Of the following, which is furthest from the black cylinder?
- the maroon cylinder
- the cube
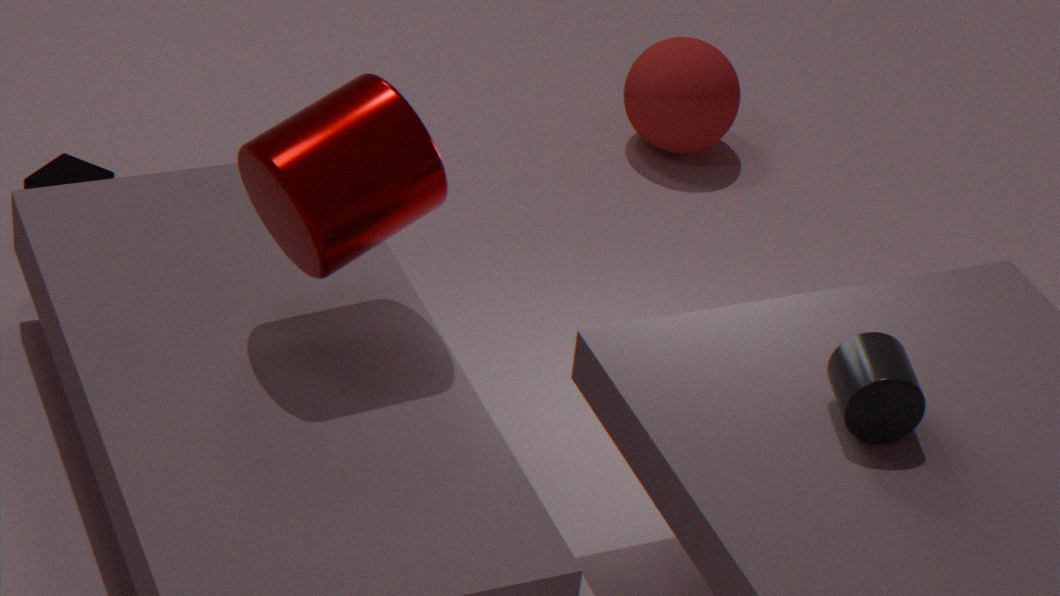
the cube
